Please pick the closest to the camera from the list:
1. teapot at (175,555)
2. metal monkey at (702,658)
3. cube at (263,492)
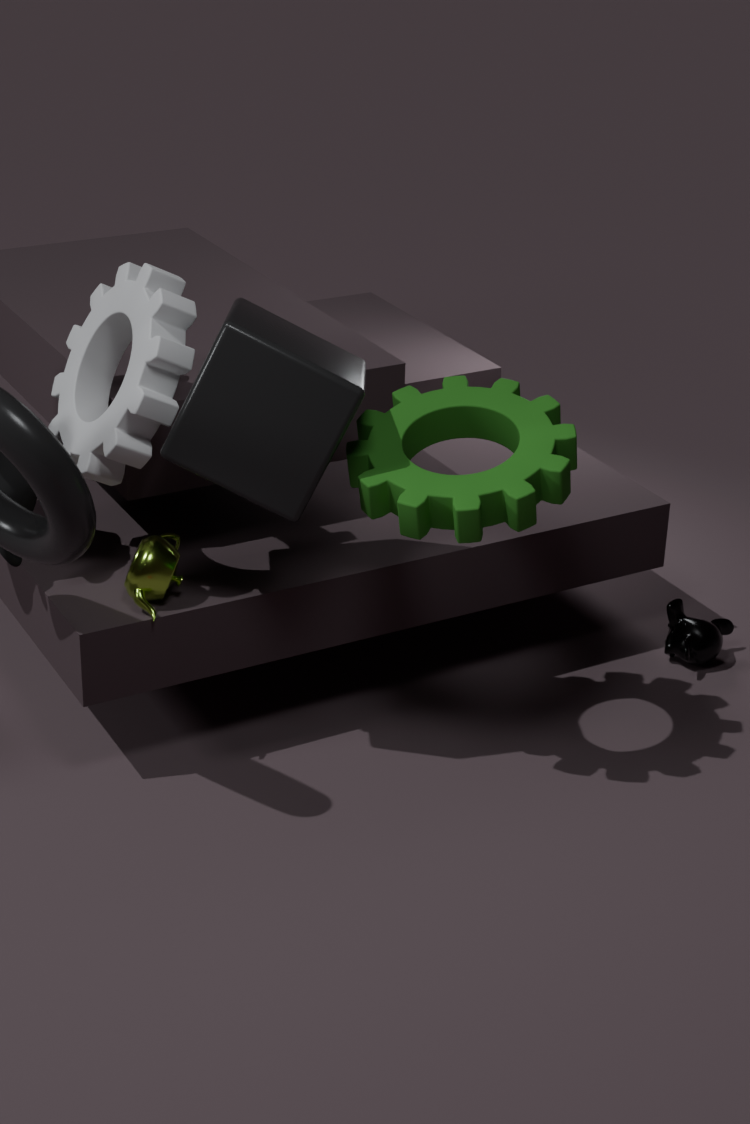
cube at (263,492)
